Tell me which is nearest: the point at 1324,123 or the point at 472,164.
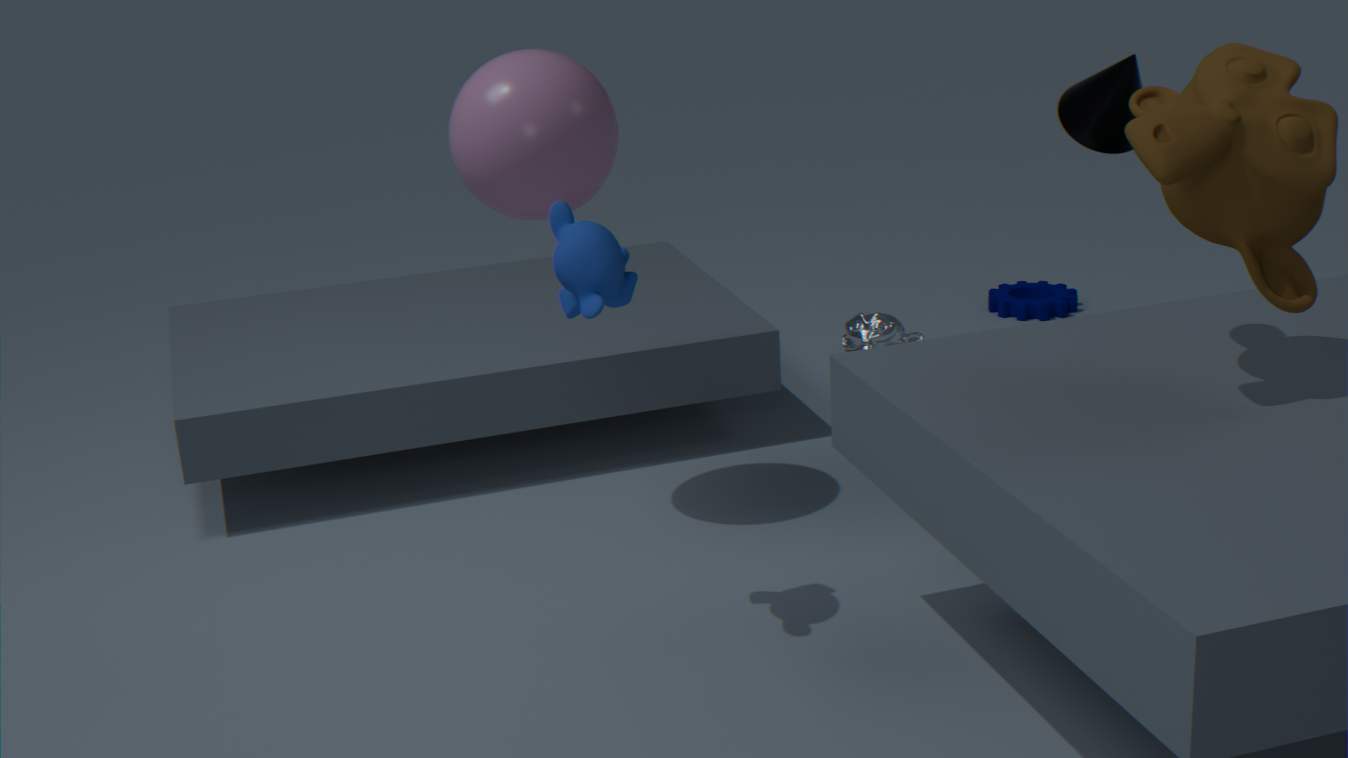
the point at 1324,123
